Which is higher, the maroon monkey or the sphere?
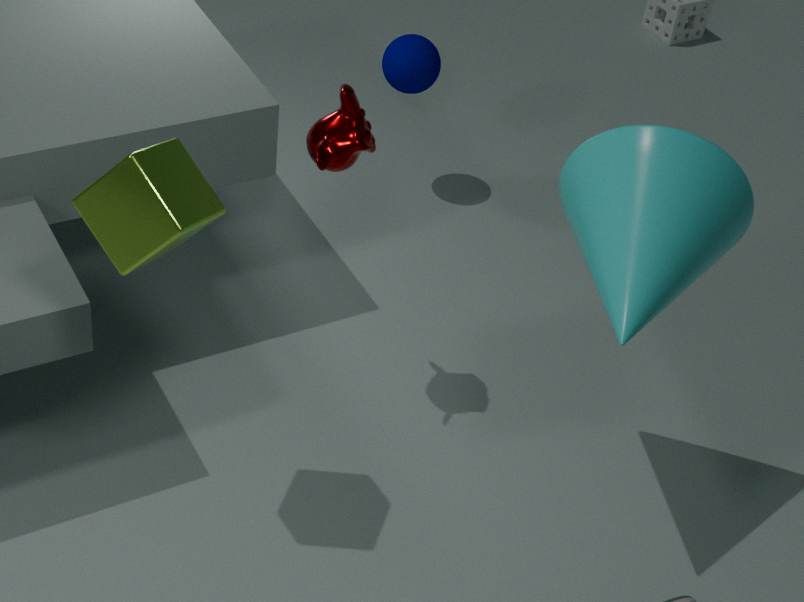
the maroon monkey
